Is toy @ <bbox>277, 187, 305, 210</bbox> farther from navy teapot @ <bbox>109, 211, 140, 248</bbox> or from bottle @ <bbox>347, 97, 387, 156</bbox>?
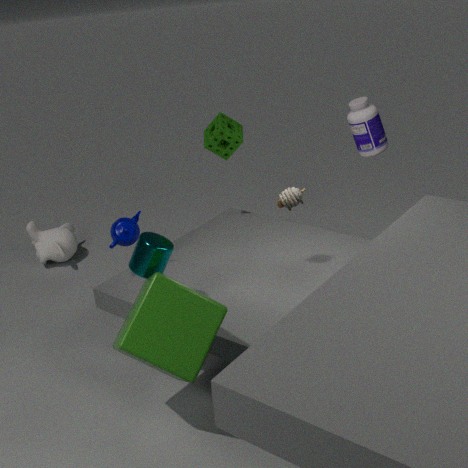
navy teapot @ <bbox>109, 211, 140, 248</bbox>
